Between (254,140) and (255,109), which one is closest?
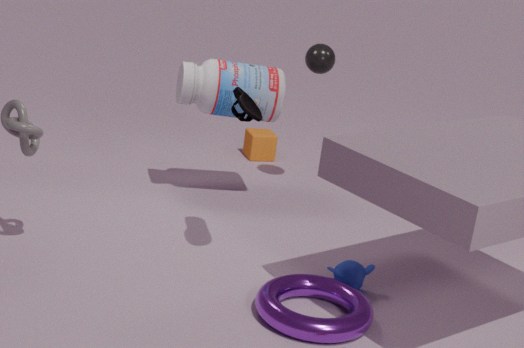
(255,109)
